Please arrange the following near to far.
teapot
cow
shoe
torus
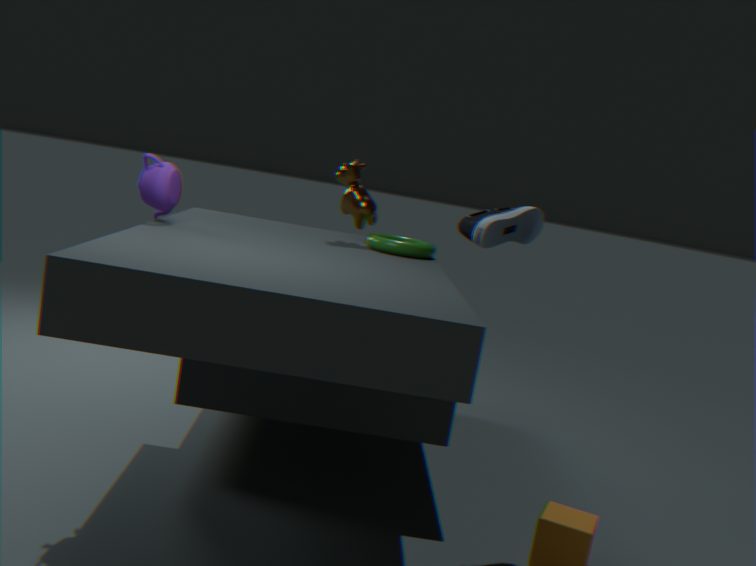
teapot, shoe, torus, cow
